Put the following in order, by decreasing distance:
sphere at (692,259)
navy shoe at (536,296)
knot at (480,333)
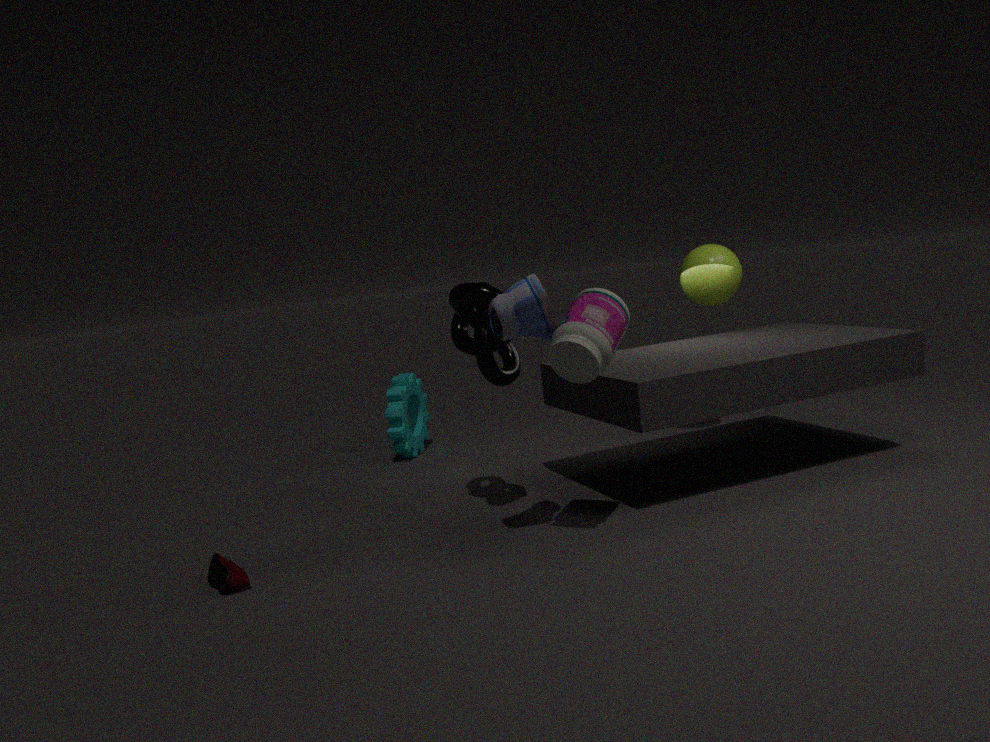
sphere at (692,259) → knot at (480,333) → navy shoe at (536,296)
